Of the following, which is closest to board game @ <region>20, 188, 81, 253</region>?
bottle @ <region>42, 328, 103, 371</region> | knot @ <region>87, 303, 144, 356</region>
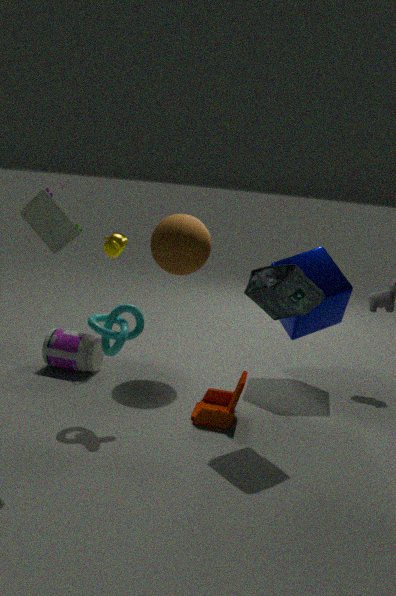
knot @ <region>87, 303, 144, 356</region>
